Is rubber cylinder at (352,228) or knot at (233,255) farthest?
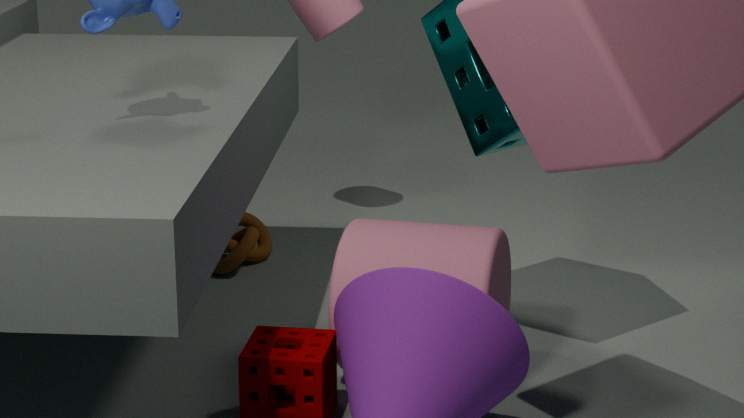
knot at (233,255)
